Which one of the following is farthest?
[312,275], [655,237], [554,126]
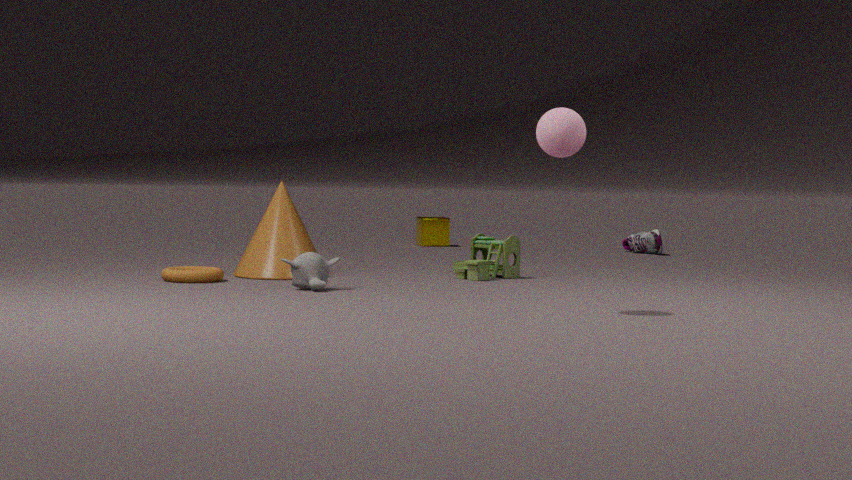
[655,237]
